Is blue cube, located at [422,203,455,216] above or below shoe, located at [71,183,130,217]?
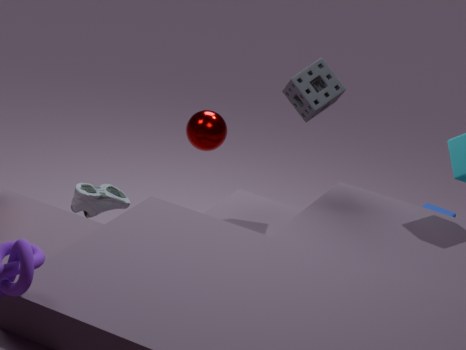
below
